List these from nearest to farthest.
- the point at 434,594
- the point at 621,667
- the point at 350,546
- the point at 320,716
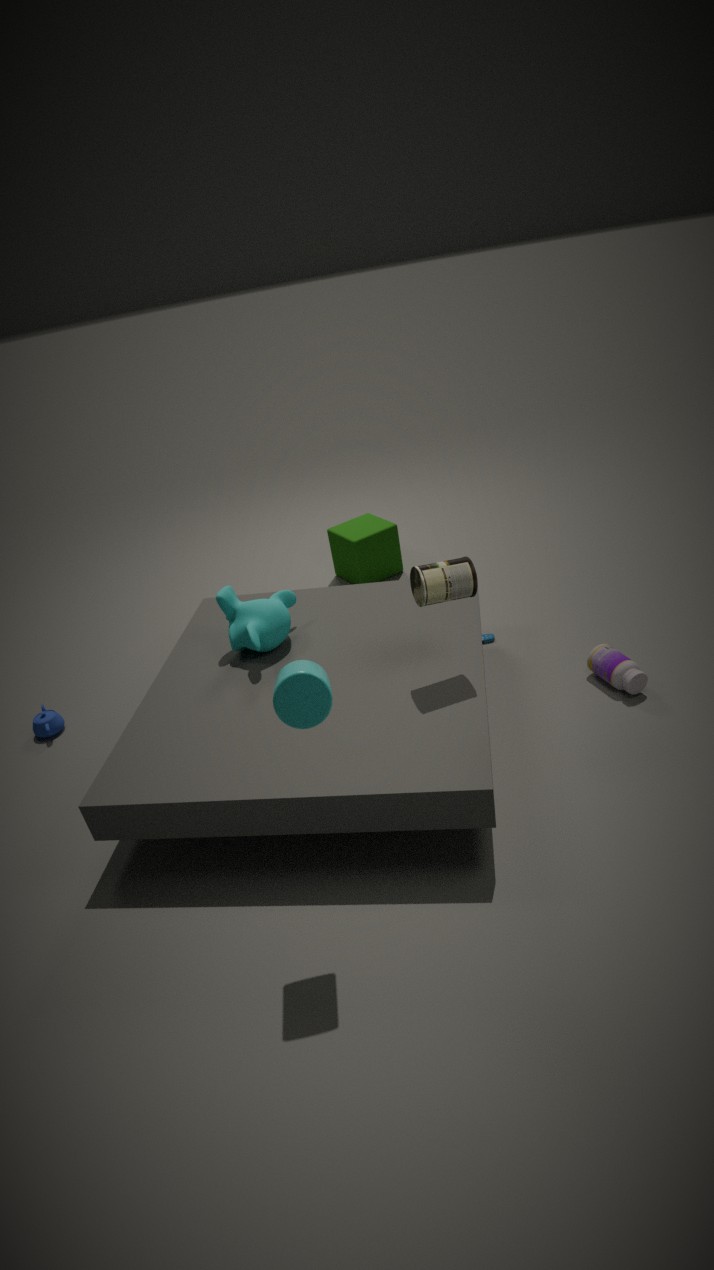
1. the point at 320,716
2. the point at 434,594
3. the point at 621,667
4. the point at 350,546
